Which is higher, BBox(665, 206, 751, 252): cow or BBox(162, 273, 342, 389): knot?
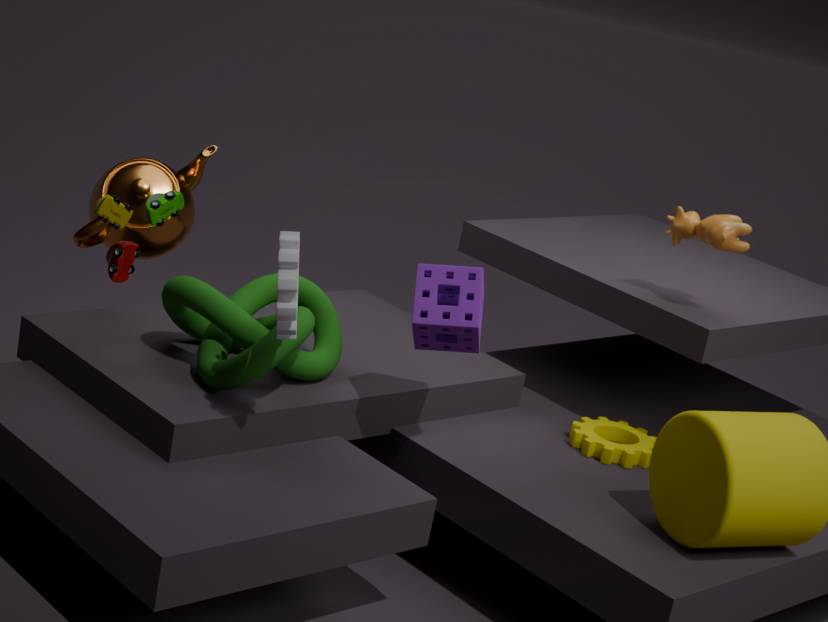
BBox(665, 206, 751, 252): cow
